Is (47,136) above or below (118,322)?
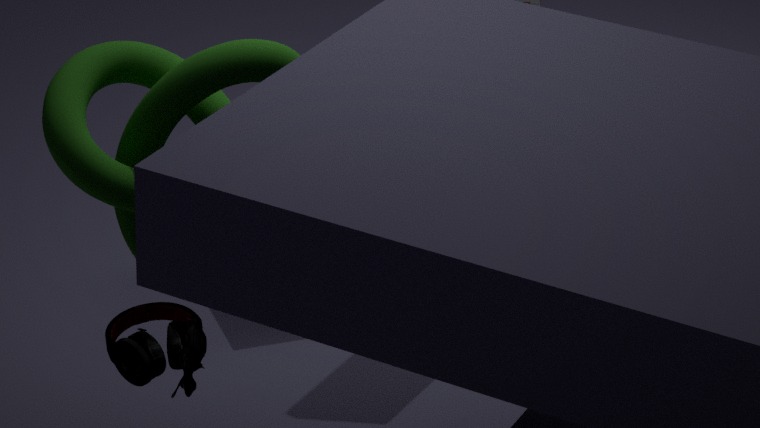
above
